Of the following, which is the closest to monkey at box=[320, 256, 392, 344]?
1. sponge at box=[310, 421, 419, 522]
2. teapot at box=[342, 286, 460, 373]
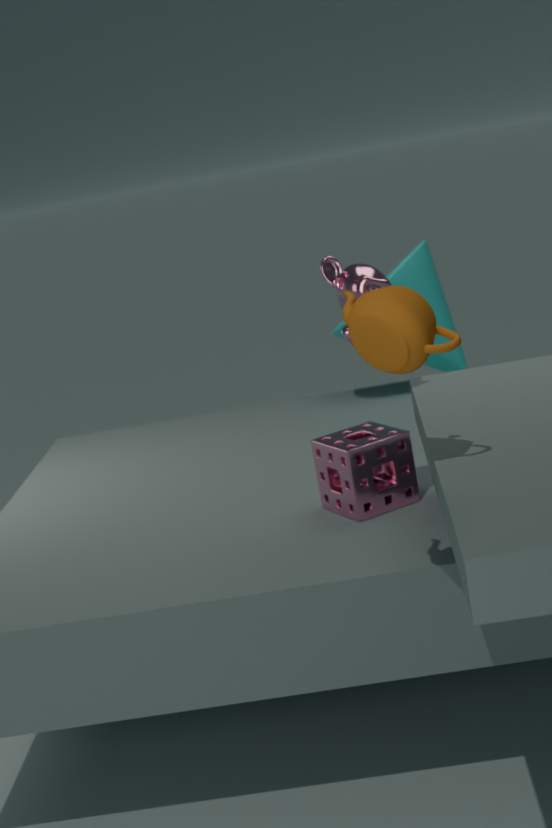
sponge at box=[310, 421, 419, 522]
